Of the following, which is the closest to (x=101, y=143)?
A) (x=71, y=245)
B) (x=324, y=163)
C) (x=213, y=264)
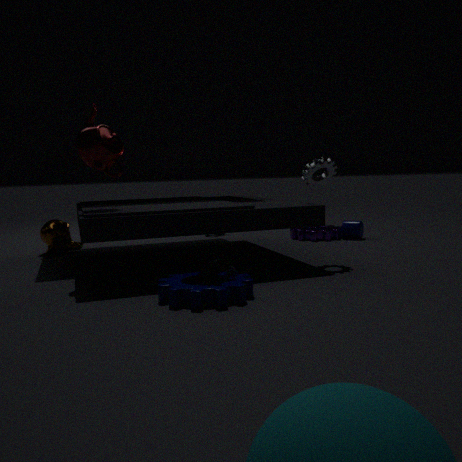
(x=213, y=264)
